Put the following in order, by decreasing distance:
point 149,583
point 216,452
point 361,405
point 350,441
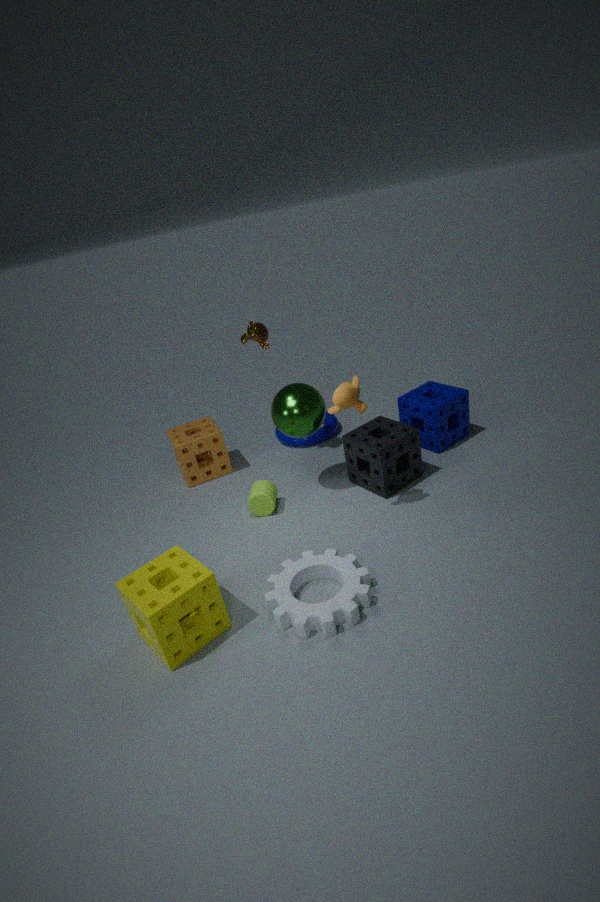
point 216,452
point 350,441
point 361,405
point 149,583
